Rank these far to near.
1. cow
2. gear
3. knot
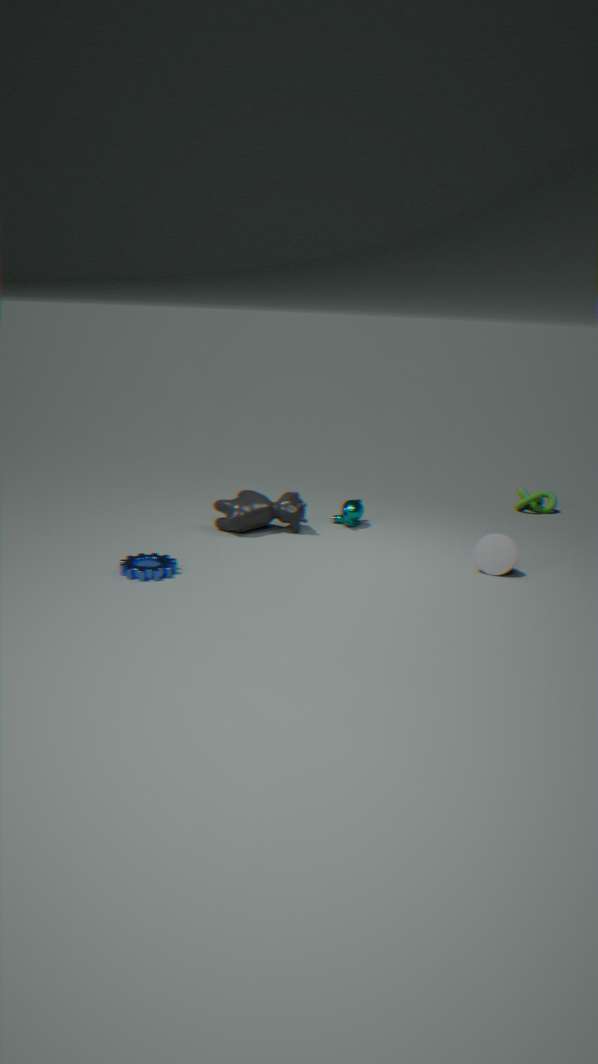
knot, cow, gear
